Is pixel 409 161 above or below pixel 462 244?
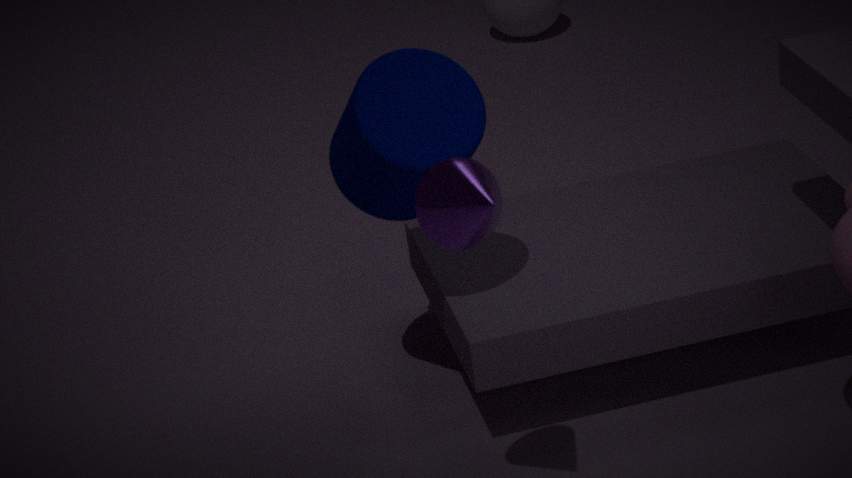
below
